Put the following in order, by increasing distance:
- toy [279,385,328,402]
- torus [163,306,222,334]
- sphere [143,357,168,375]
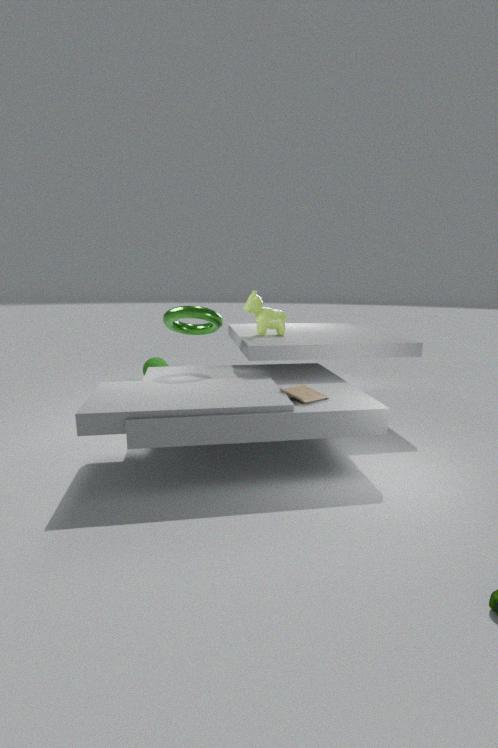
toy [279,385,328,402], torus [163,306,222,334], sphere [143,357,168,375]
